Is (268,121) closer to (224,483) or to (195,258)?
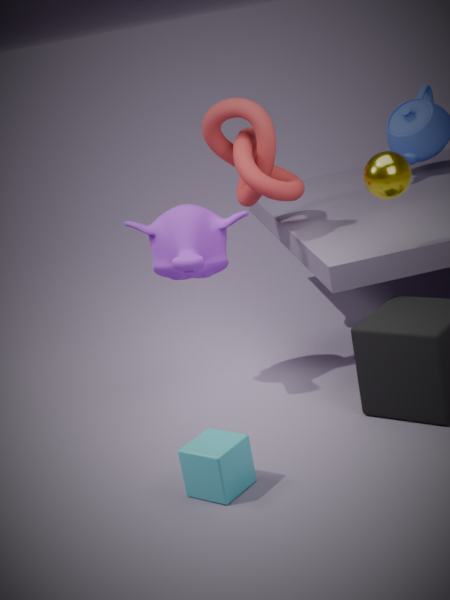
(195,258)
